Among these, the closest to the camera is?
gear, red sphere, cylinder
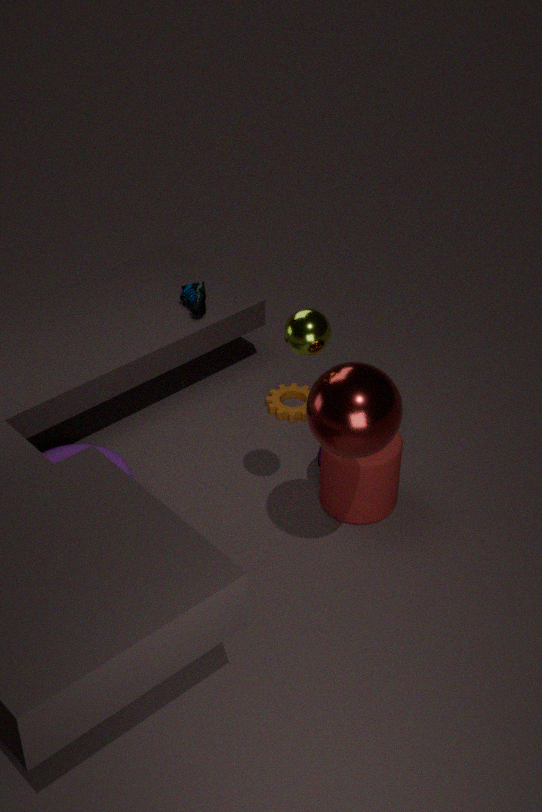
red sphere
